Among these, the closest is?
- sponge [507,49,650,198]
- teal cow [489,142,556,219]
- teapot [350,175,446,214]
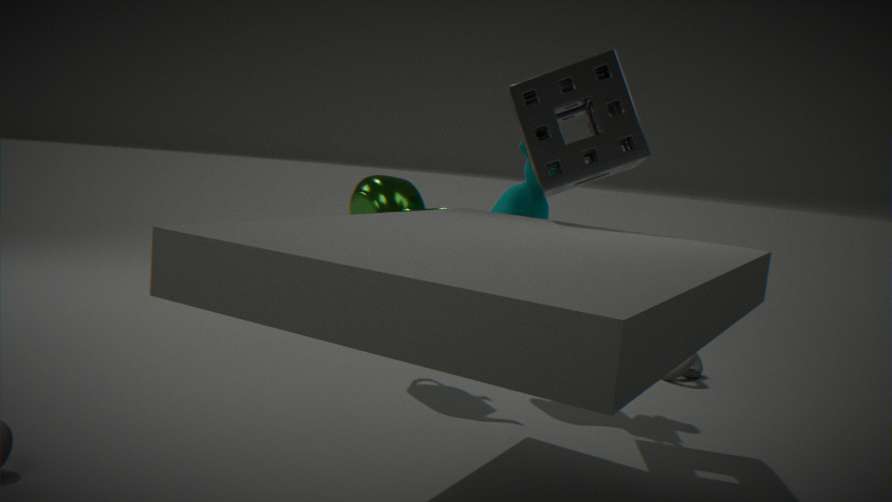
sponge [507,49,650,198]
